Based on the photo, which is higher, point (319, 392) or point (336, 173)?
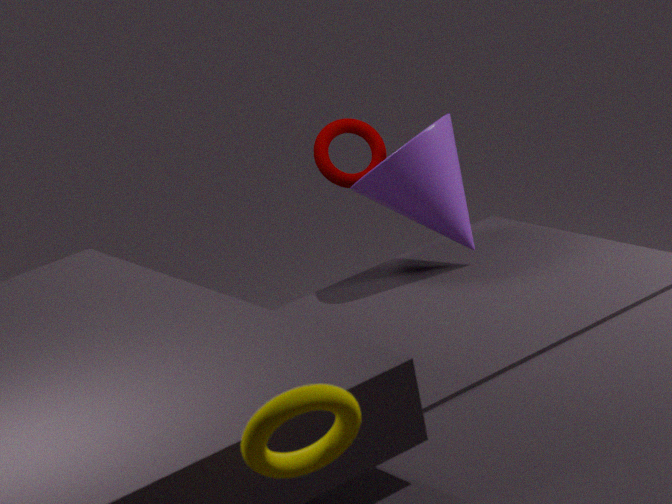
point (319, 392)
